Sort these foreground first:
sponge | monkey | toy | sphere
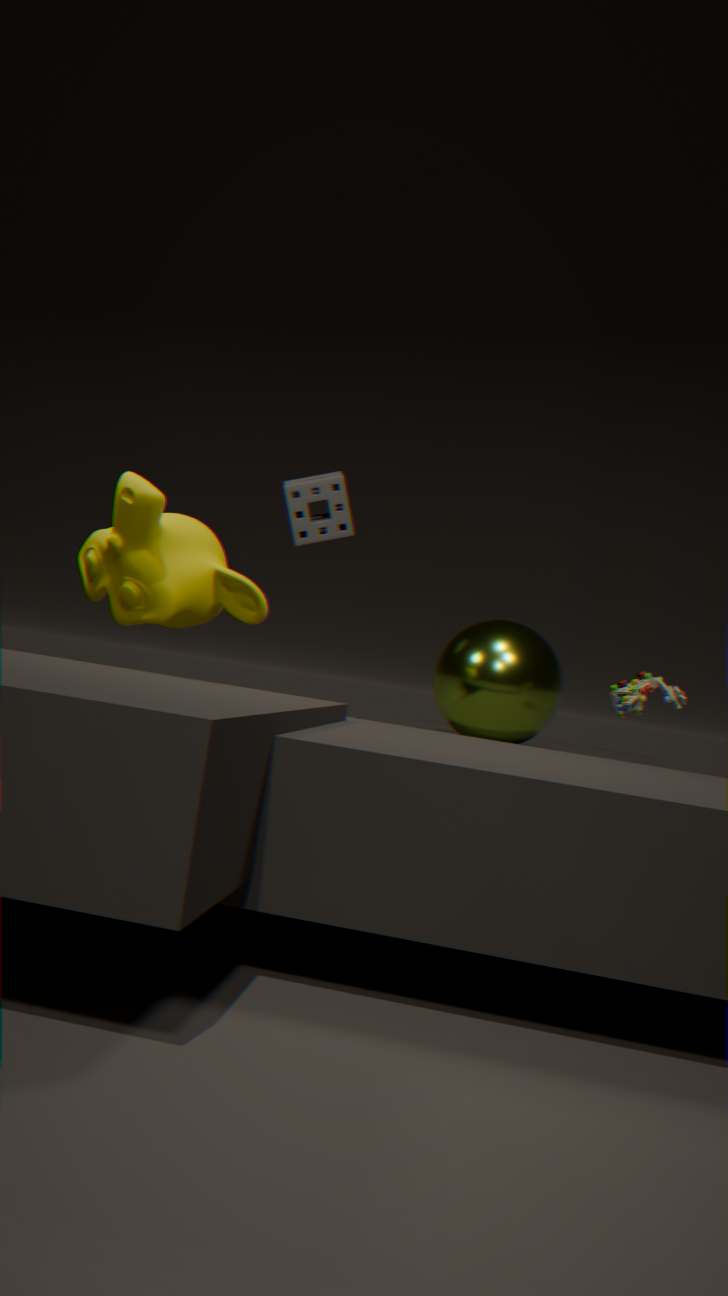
monkey → toy → sphere → sponge
